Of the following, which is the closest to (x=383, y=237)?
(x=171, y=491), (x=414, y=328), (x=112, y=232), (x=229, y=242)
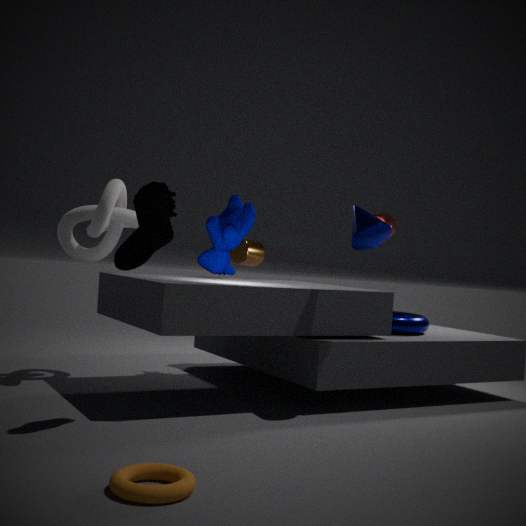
(x=414, y=328)
